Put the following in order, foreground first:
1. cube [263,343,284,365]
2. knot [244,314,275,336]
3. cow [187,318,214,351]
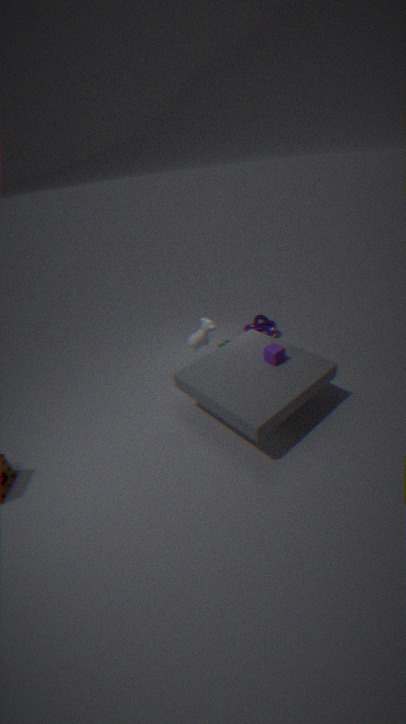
1. cube [263,343,284,365]
2. cow [187,318,214,351]
3. knot [244,314,275,336]
